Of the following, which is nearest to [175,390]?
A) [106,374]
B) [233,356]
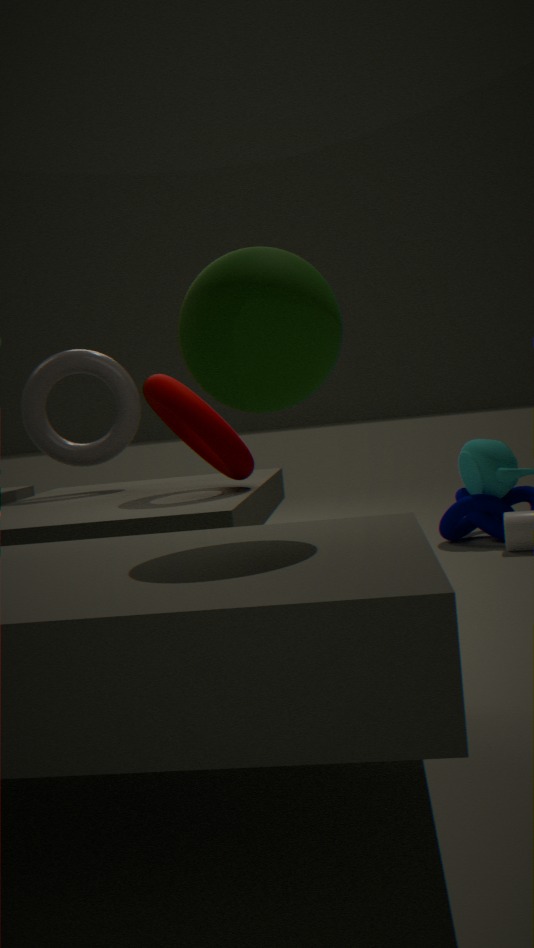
[106,374]
